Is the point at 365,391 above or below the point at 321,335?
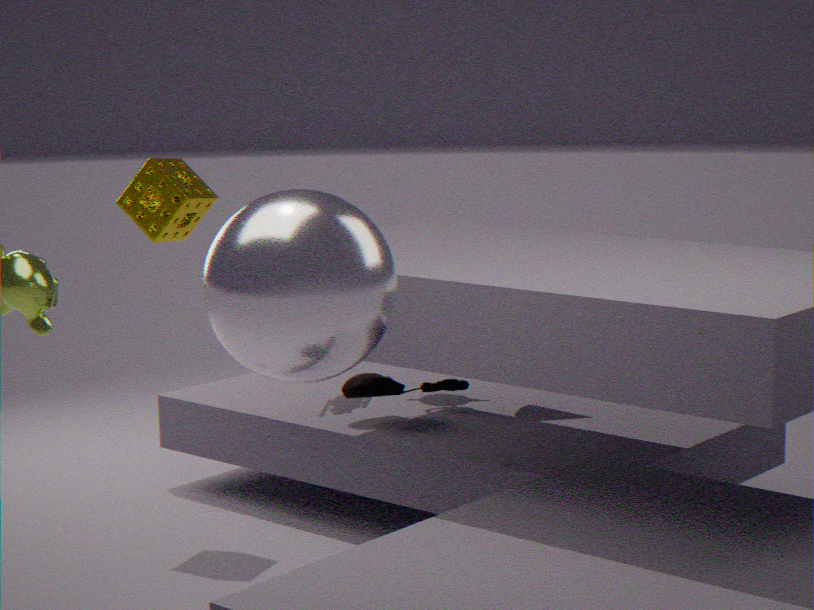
below
